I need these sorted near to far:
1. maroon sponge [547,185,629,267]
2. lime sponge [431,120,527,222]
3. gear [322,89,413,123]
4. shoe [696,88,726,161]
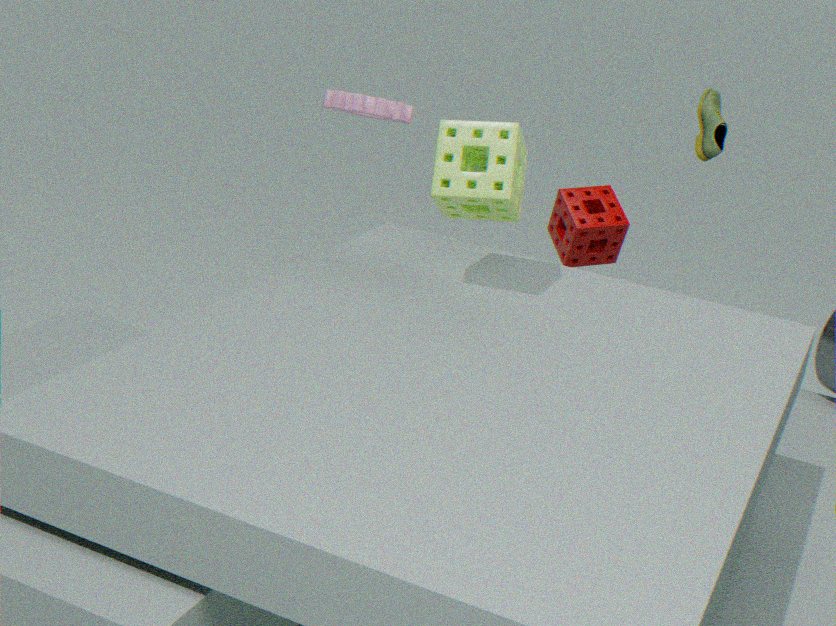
lime sponge [431,120,527,222]
shoe [696,88,726,161]
gear [322,89,413,123]
maroon sponge [547,185,629,267]
